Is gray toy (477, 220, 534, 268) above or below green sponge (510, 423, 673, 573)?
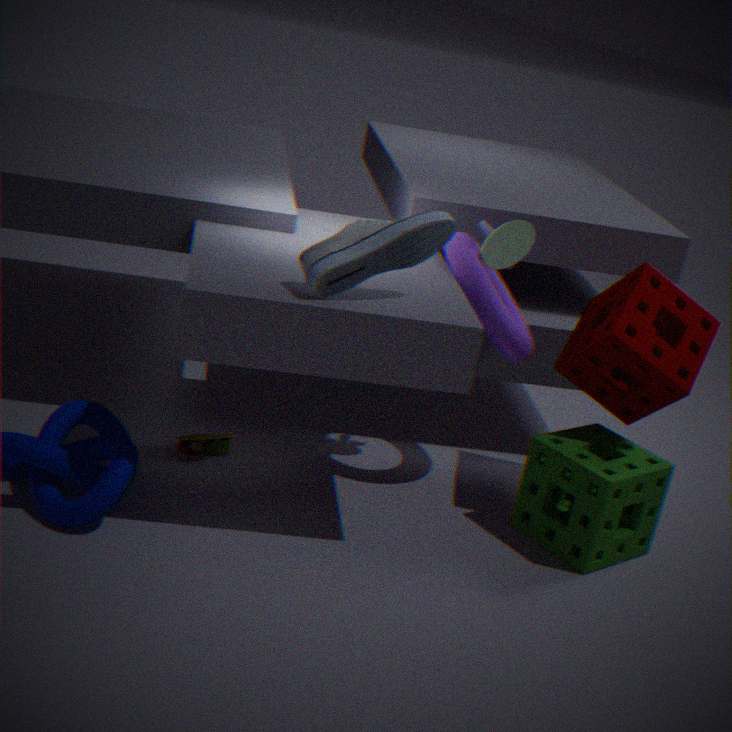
above
